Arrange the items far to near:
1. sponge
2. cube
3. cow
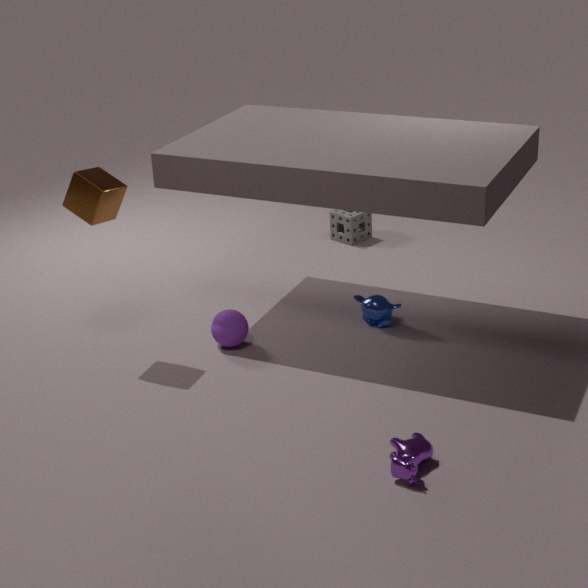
sponge < cube < cow
